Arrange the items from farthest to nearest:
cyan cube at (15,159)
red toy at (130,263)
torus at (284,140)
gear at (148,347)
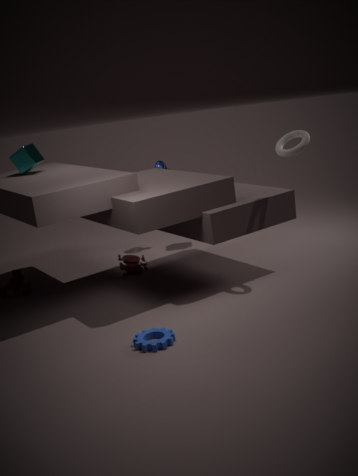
red toy at (130,263) < cyan cube at (15,159) < torus at (284,140) < gear at (148,347)
